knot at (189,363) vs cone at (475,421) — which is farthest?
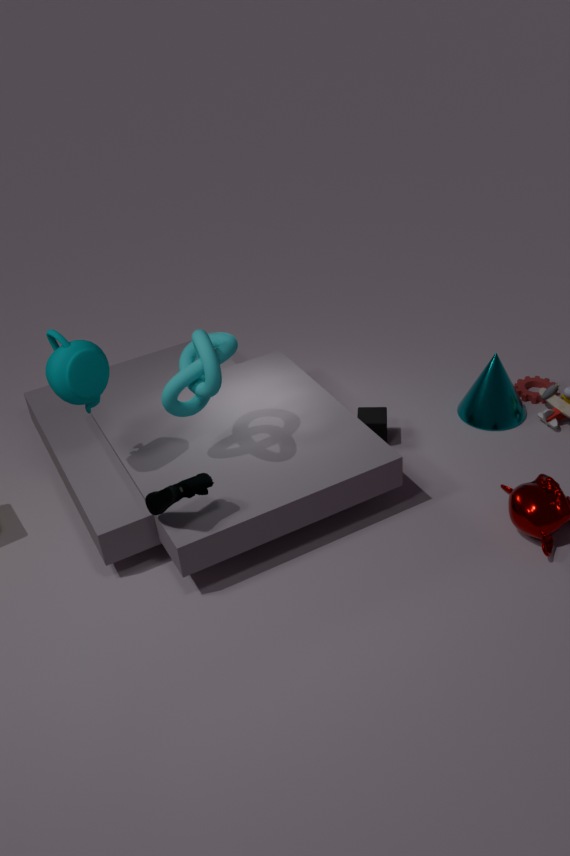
cone at (475,421)
